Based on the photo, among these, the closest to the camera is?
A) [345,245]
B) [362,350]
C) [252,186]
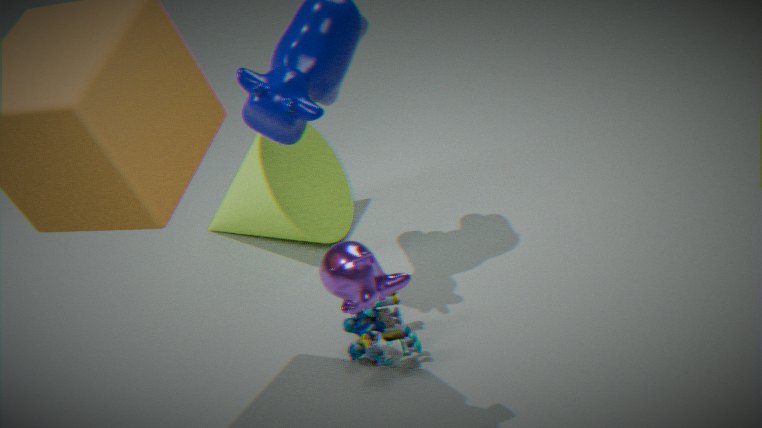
[345,245]
